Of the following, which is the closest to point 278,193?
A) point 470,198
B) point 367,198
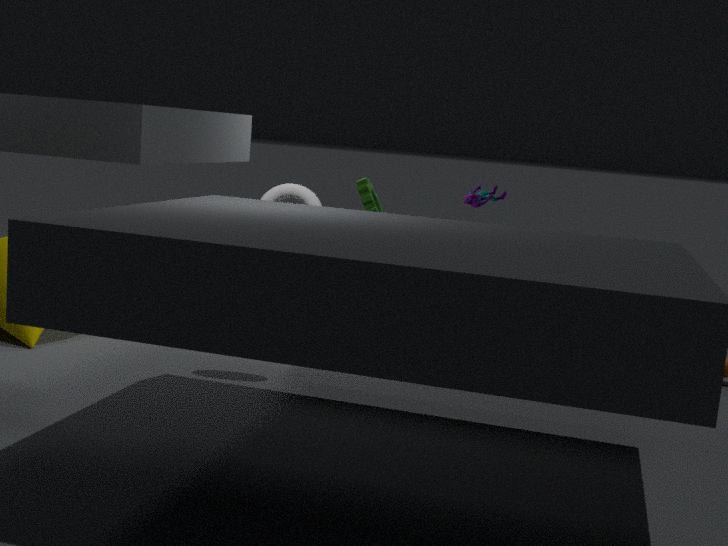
point 367,198
